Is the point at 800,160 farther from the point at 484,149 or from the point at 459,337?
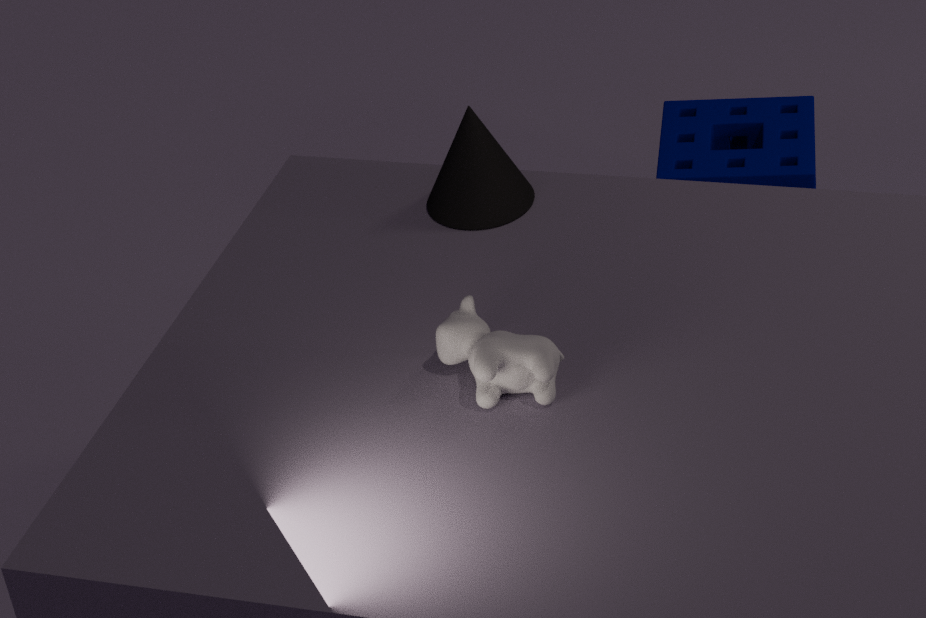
the point at 459,337
